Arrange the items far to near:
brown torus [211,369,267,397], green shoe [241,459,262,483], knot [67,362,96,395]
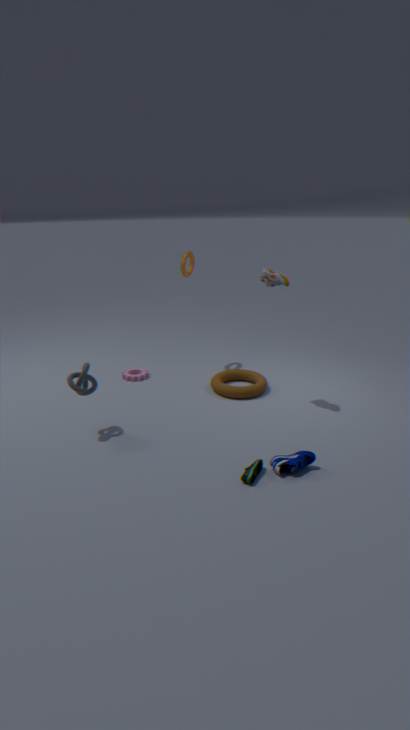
brown torus [211,369,267,397]
knot [67,362,96,395]
green shoe [241,459,262,483]
